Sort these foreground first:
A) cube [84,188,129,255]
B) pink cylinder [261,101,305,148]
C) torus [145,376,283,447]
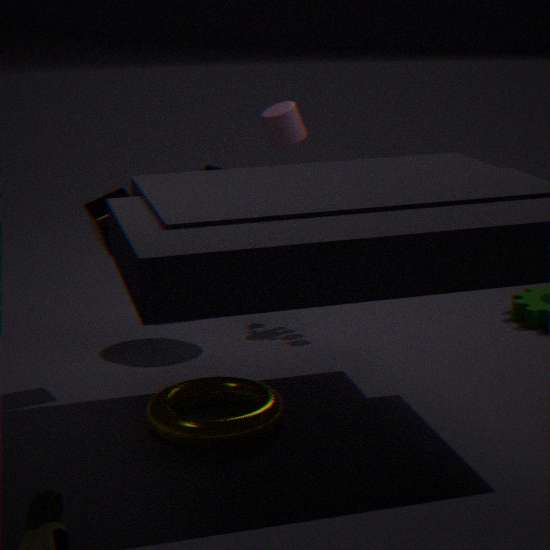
torus [145,376,283,447], cube [84,188,129,255], pink cylinder [261,101,305,148]
